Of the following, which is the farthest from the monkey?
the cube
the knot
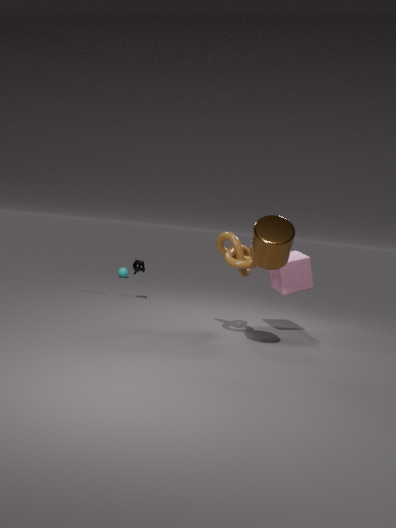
the cube
